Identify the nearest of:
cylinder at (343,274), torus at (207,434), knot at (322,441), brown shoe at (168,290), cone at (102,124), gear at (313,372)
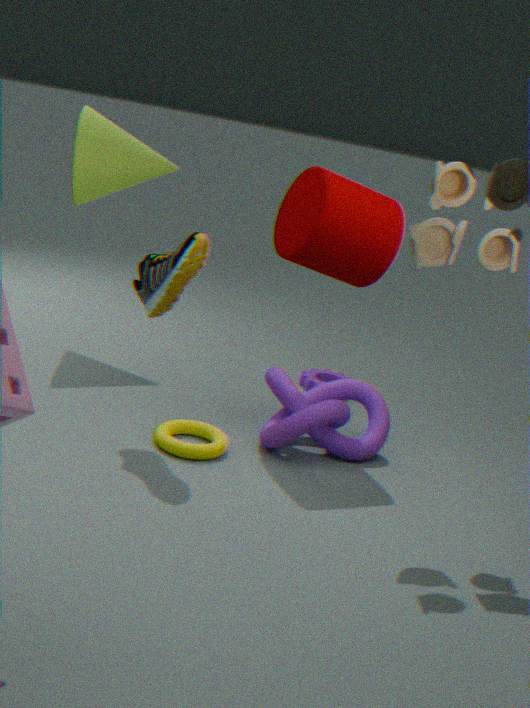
brown shoe at (168,290)
